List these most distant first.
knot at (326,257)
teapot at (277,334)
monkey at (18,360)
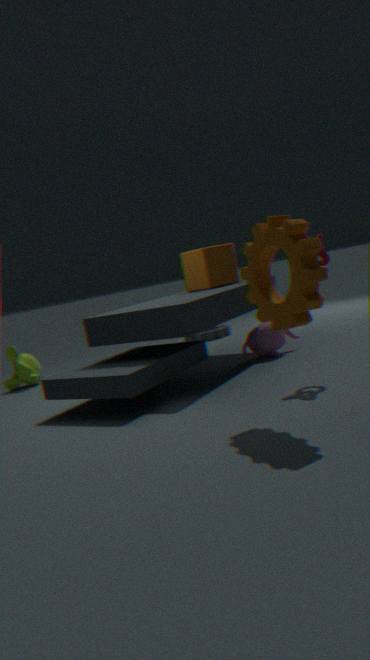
monkey at (18,360) → teapot at (277,334) → knot at (326,257)
